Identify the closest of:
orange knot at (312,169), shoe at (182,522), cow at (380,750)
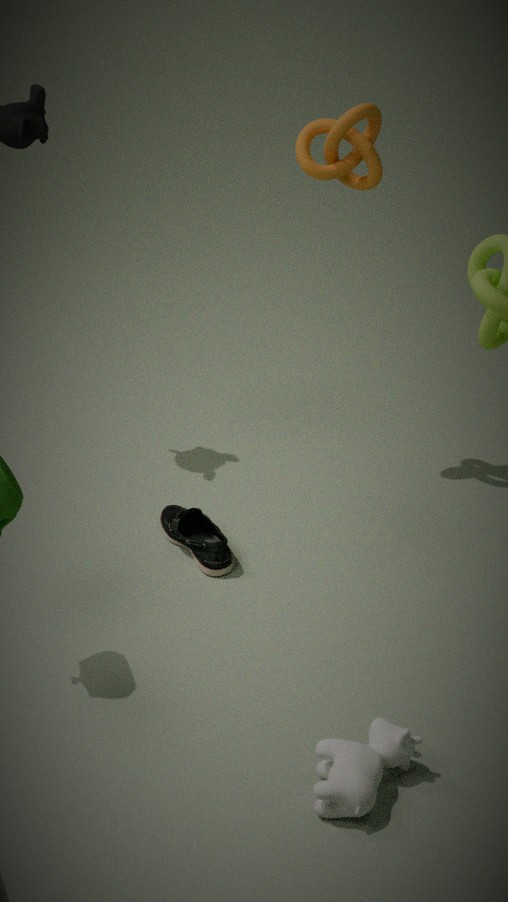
cow at (380,750)
